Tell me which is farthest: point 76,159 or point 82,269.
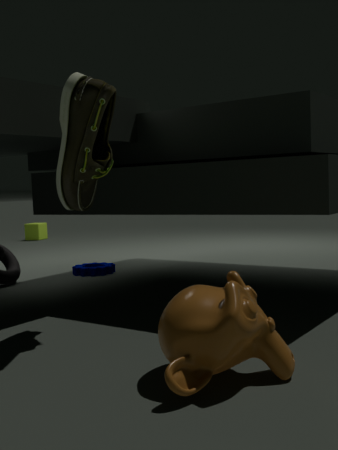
point 82,269
